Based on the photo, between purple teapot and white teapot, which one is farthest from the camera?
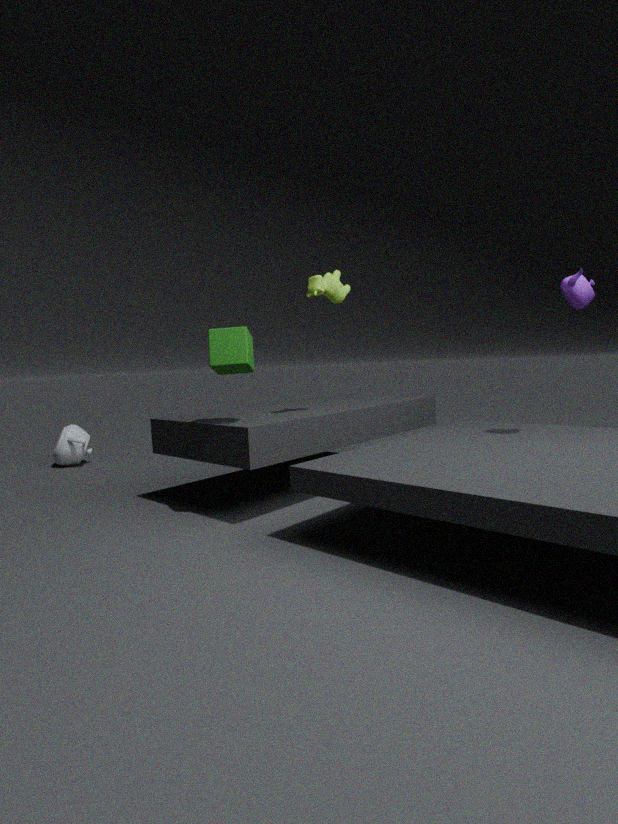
white teapot
